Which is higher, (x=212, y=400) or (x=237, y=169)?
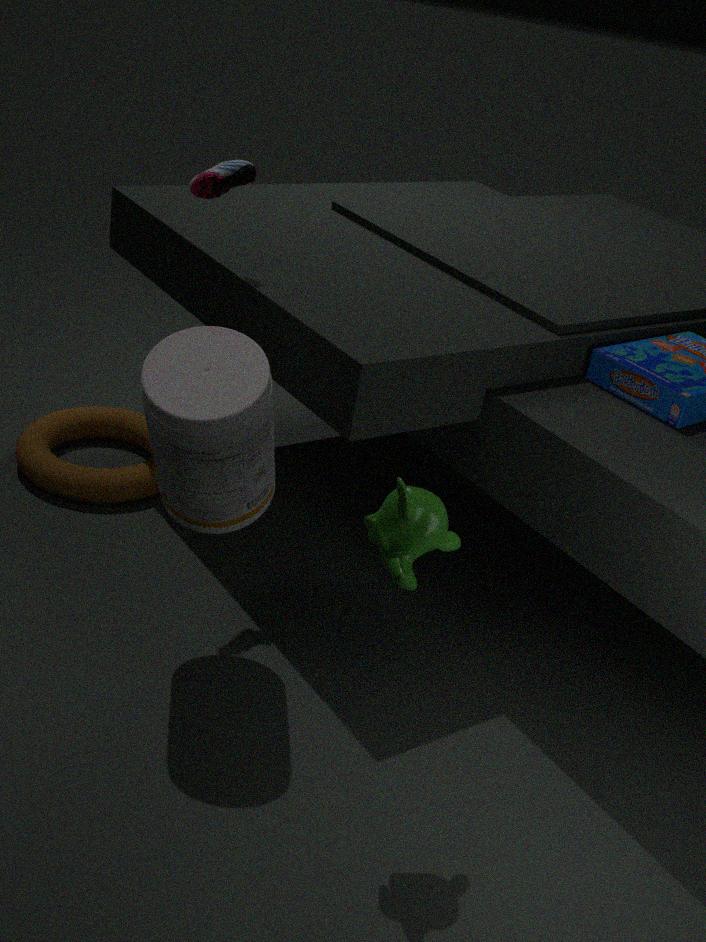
(x=237, y=169)
